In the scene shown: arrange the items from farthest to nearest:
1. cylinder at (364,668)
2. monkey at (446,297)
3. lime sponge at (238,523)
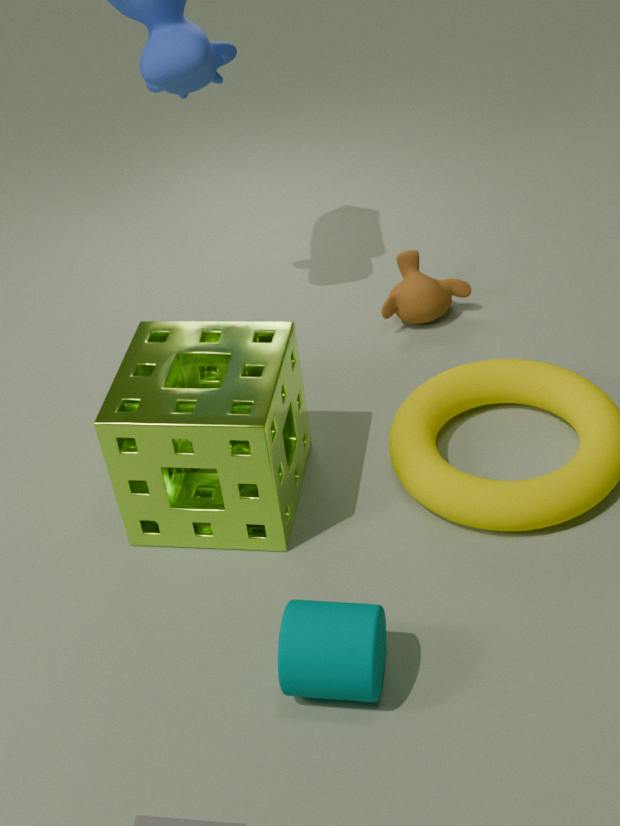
1. monkey at (446,297)
2. lime sponge at (238,523)
3. cylinder at (364,668)
